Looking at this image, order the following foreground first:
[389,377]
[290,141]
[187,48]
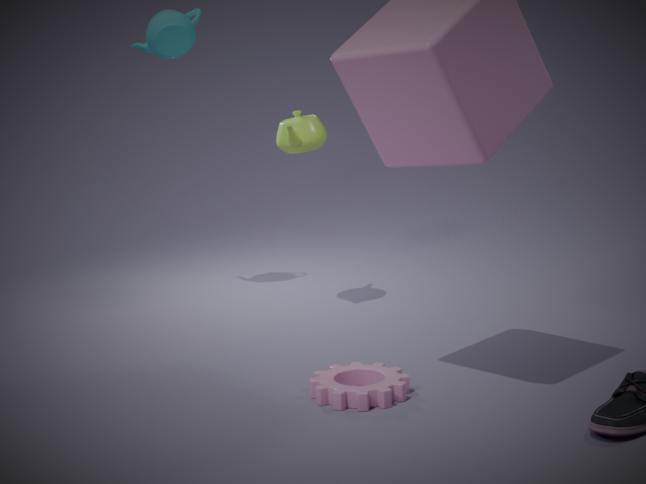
1. [389,377]
2. [290,141]
3. [187,48]
